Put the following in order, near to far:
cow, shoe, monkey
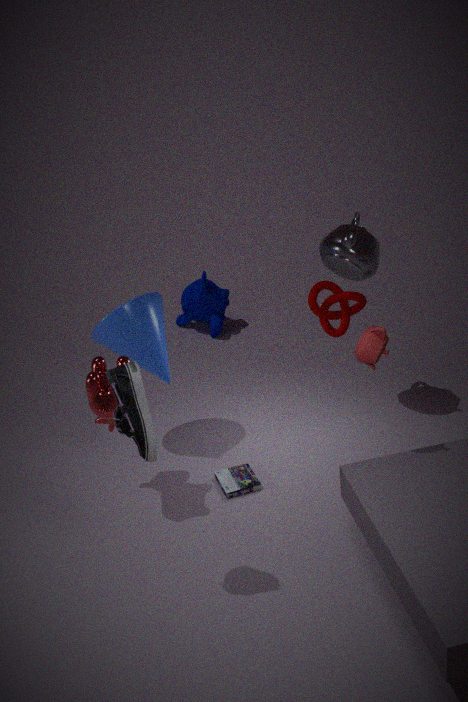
1. shoe
2. cow
3. monkey
